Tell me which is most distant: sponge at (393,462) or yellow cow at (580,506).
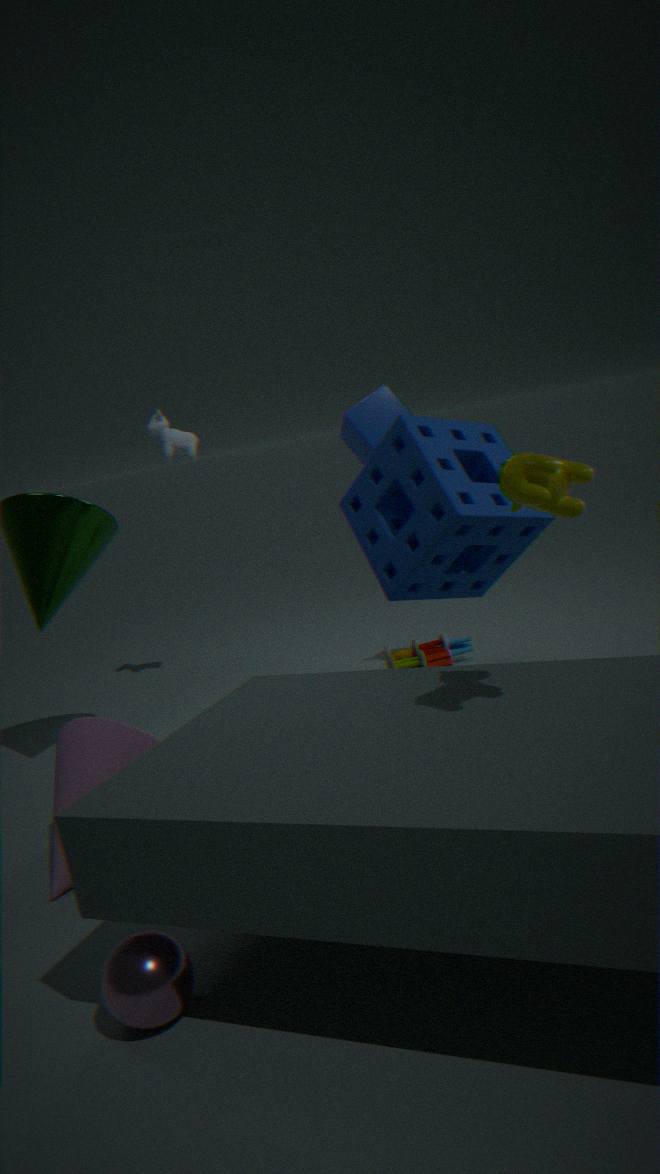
sponge at (393,462)
